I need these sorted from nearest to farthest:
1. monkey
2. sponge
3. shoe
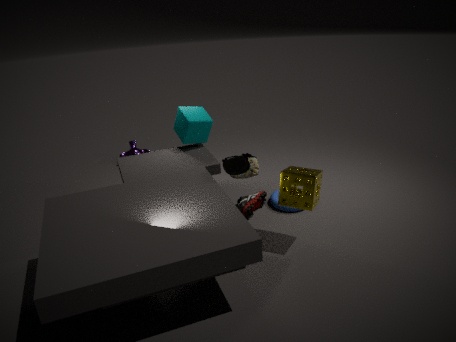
sponge
shoe
monkey
